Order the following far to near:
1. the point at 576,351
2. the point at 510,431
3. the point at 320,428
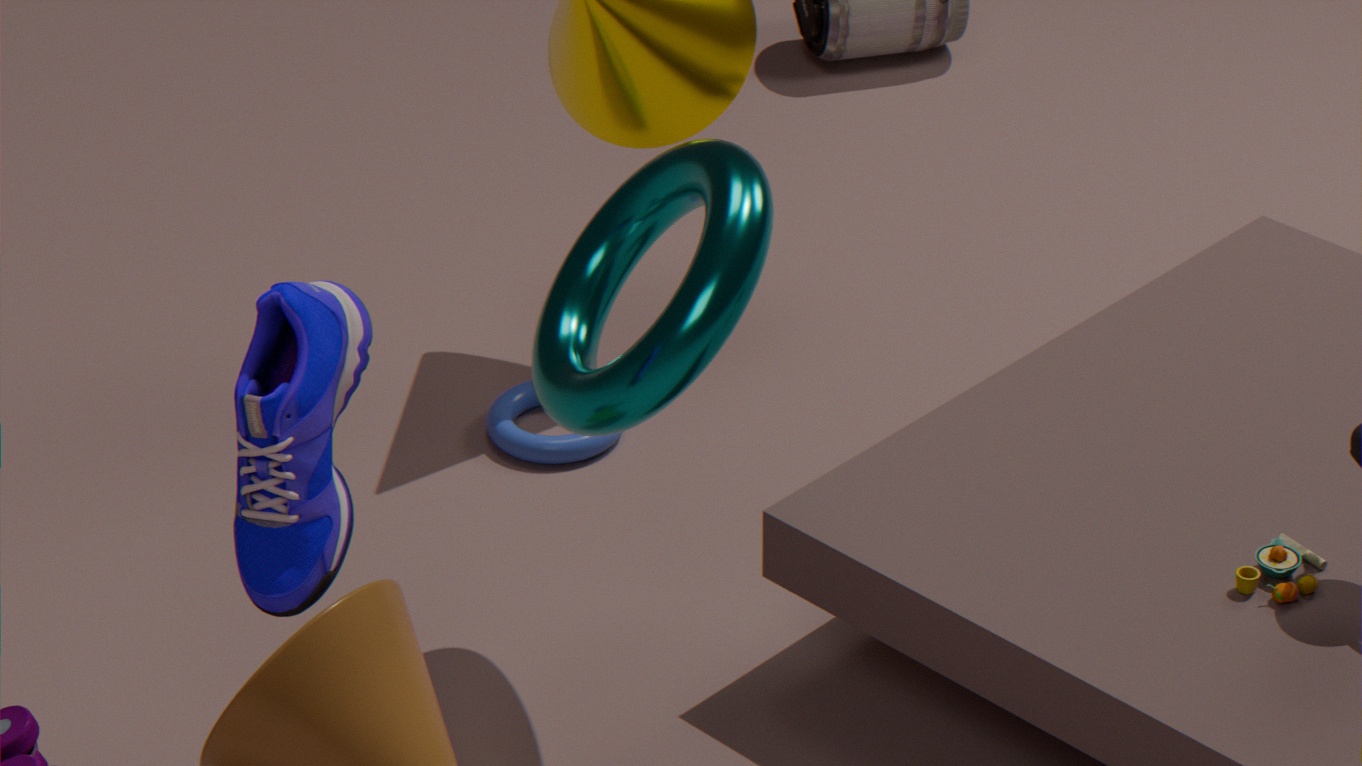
the point at 510,431 < the point at 576,351 < the point at 320,428
